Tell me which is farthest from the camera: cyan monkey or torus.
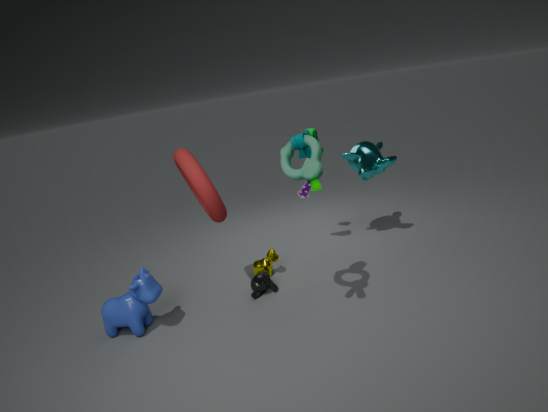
cyan monkey
